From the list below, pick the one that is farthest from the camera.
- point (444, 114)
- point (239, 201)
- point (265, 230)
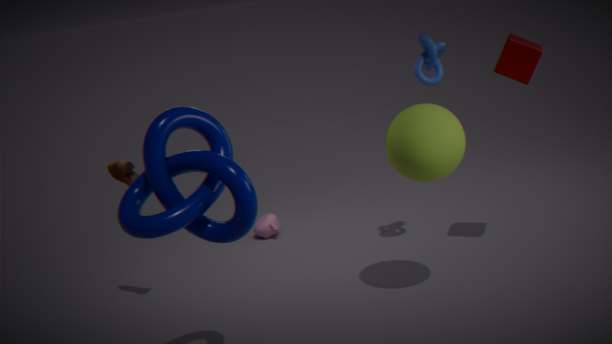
point (265, 230)
